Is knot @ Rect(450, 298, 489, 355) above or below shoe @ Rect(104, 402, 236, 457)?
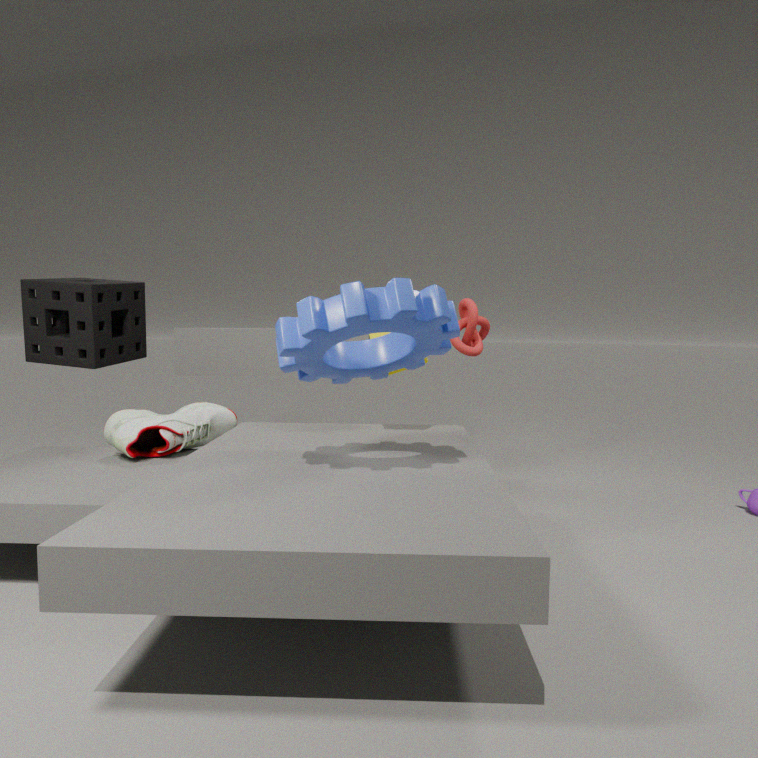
above
